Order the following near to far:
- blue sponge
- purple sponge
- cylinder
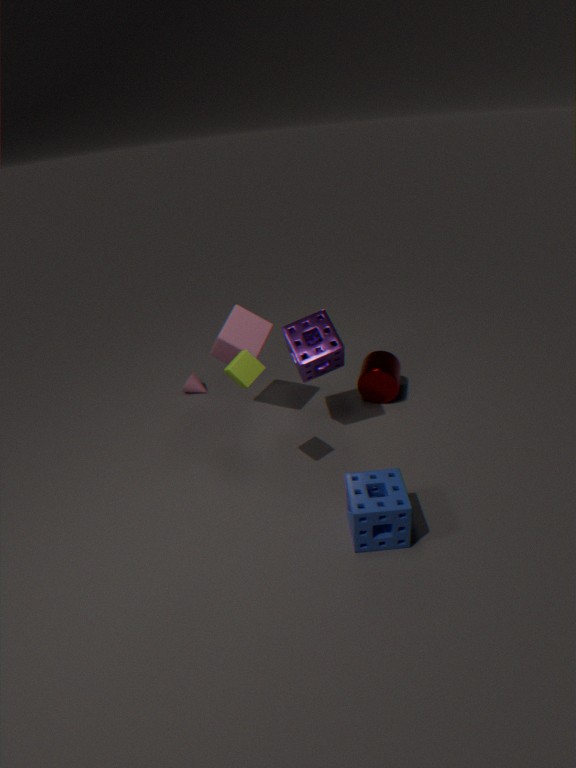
1. blue sponge
2. purple sponge
3. cylinder
